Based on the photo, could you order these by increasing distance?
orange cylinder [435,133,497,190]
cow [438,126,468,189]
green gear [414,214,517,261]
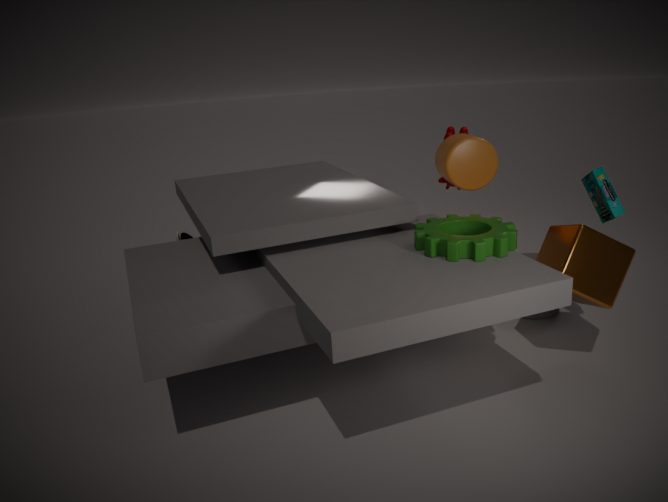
green gear [414,214,517,261]
orange cylinder [435,133,497,190]
cow [438,126,468,189]
